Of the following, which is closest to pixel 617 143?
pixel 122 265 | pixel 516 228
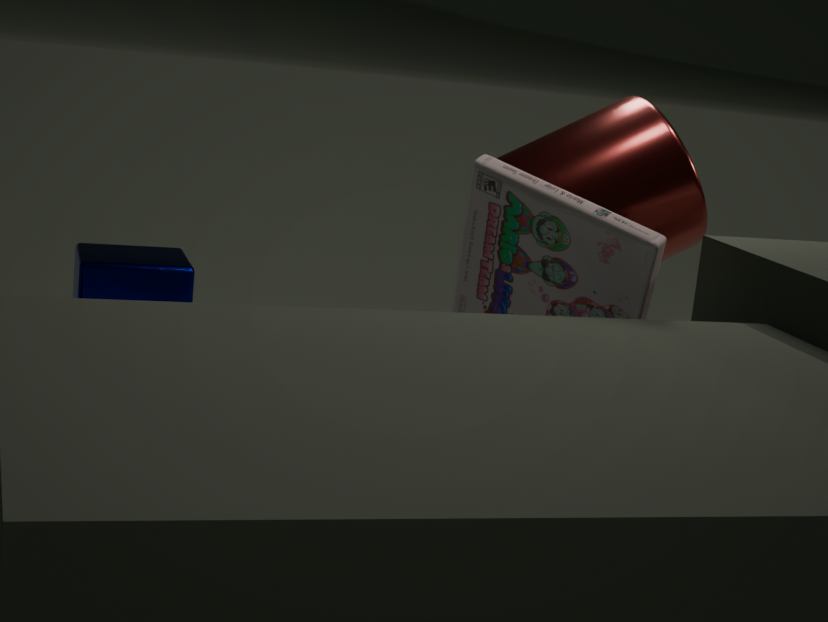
pixel 516 228
